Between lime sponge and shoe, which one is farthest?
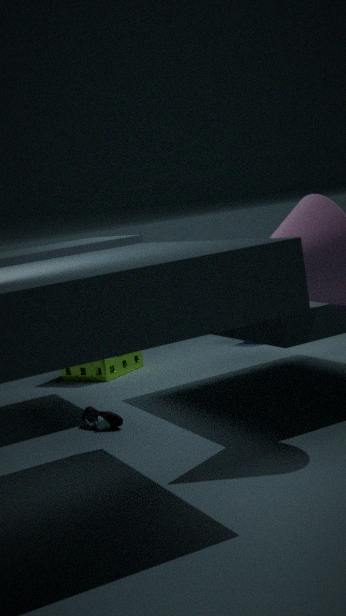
lime sponge
